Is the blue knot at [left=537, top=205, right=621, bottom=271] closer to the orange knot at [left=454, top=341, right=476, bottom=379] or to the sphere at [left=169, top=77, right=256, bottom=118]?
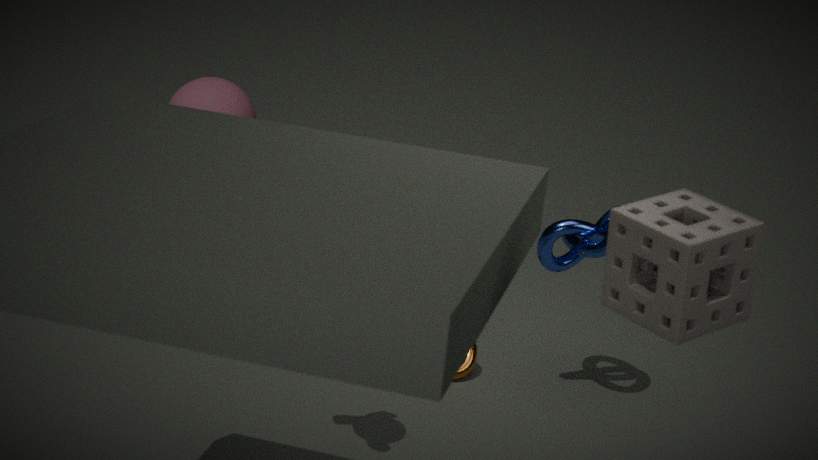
the orange knot at [left=454, top=341, right=476, bottom=379]
